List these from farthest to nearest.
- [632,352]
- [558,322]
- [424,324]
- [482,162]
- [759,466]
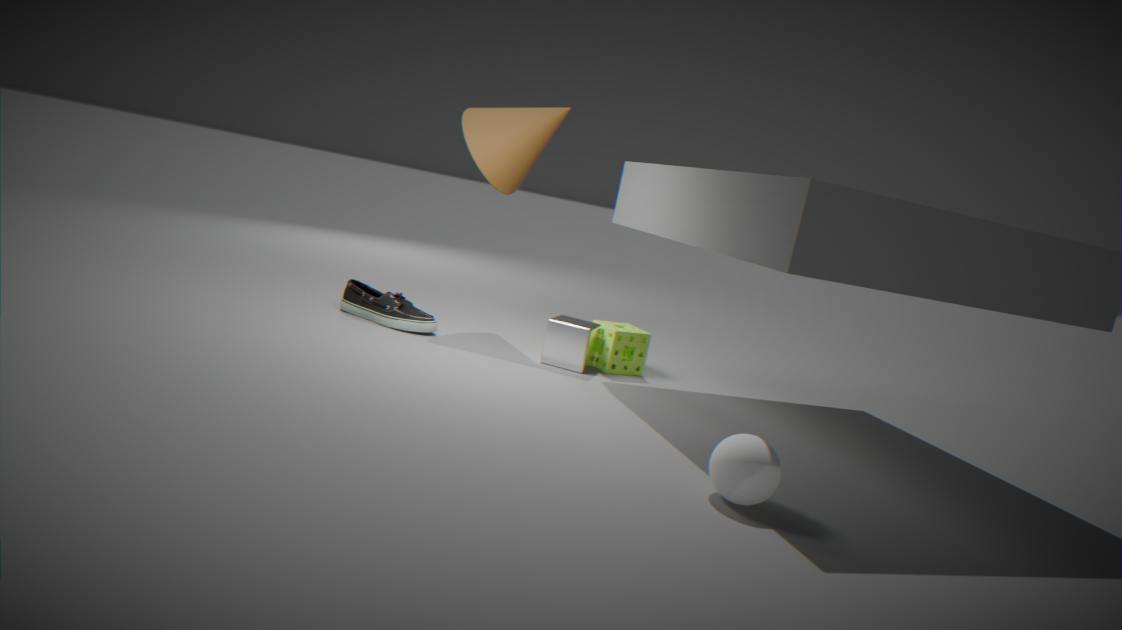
[482,162] → [632,352] → [424,324] → [558,322] → [759,466]
